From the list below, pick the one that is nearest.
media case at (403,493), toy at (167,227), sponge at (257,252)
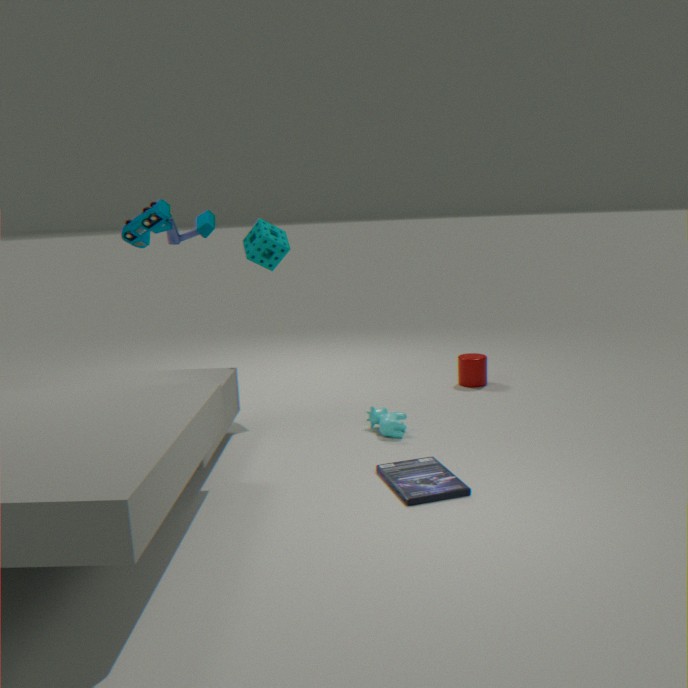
media case at (403,493)
